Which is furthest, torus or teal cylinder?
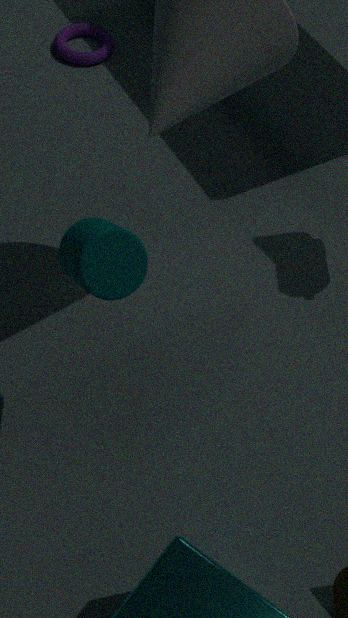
→ torus
